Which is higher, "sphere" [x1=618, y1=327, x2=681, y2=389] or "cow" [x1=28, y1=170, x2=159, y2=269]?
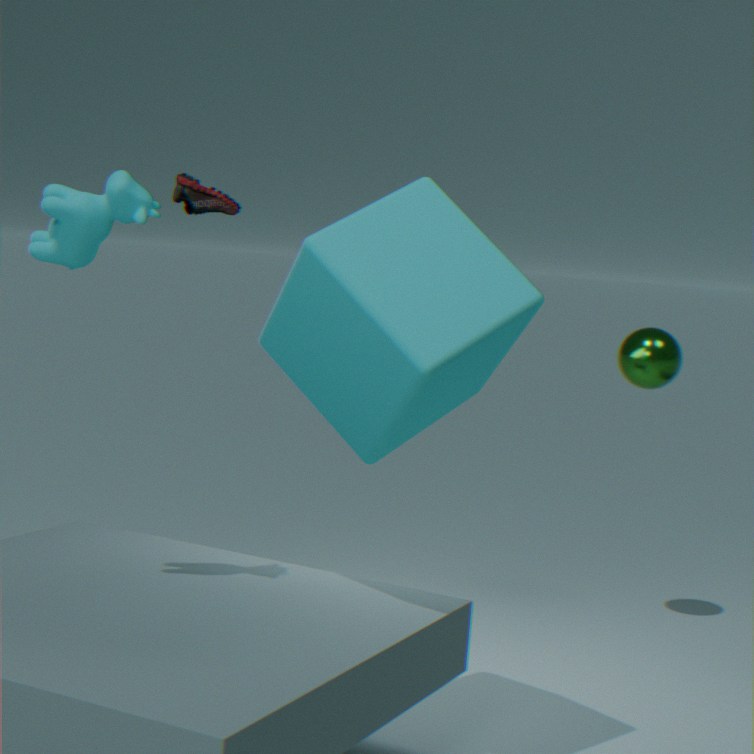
"cow" [x1=28, y1=170, x2=159, y2=269]
